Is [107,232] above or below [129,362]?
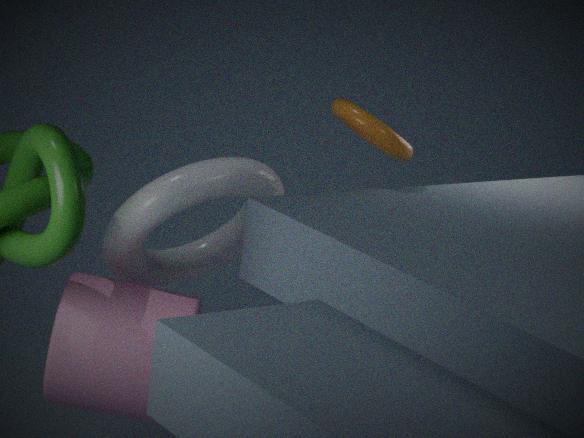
above
